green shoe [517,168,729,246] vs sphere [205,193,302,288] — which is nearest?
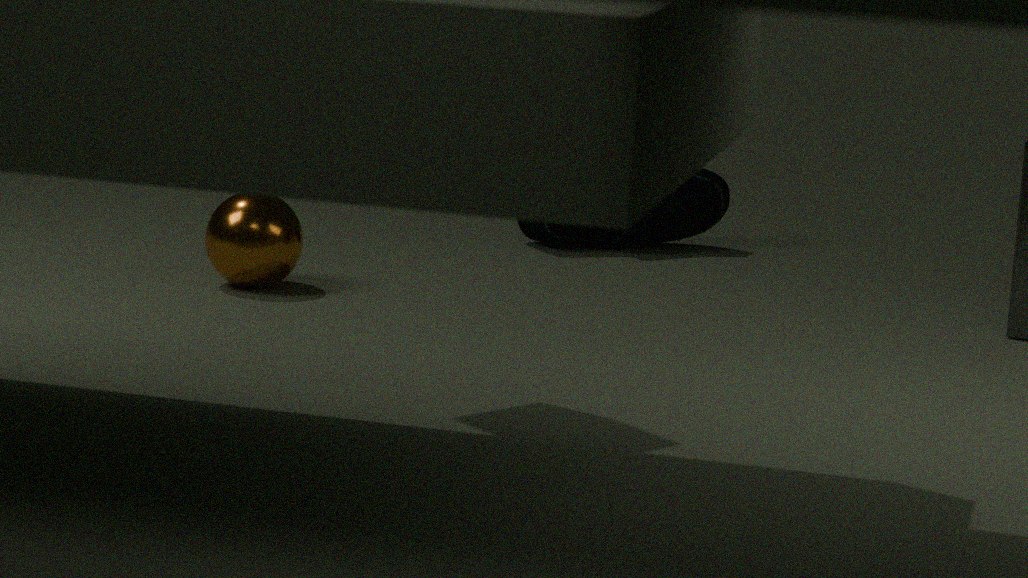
sphere [205,193,302,288]
